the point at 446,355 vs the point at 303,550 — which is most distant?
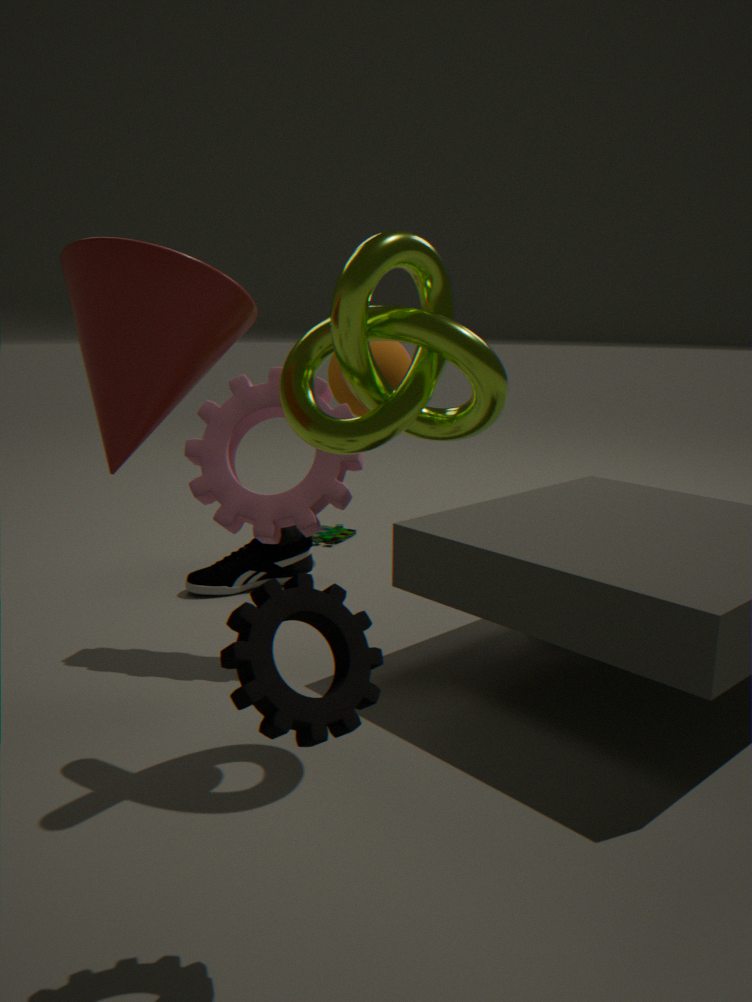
the point at 303,550
